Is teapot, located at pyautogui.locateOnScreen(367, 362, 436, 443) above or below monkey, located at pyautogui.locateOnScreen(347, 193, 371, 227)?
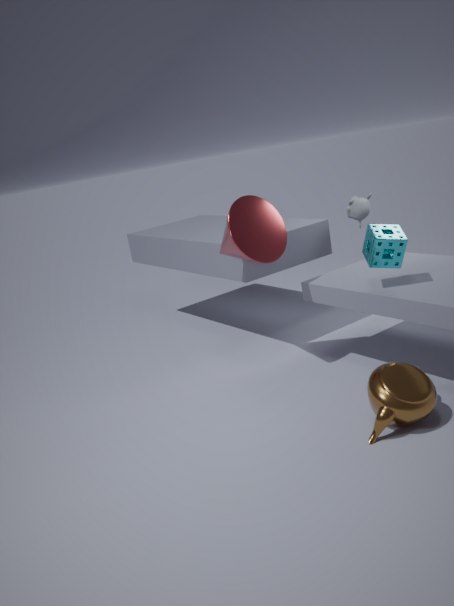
below
